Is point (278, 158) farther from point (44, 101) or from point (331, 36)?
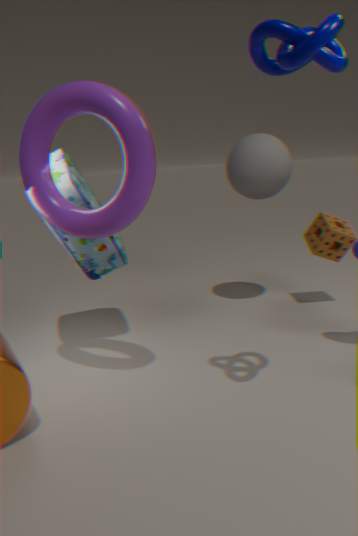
point (331, 36)
